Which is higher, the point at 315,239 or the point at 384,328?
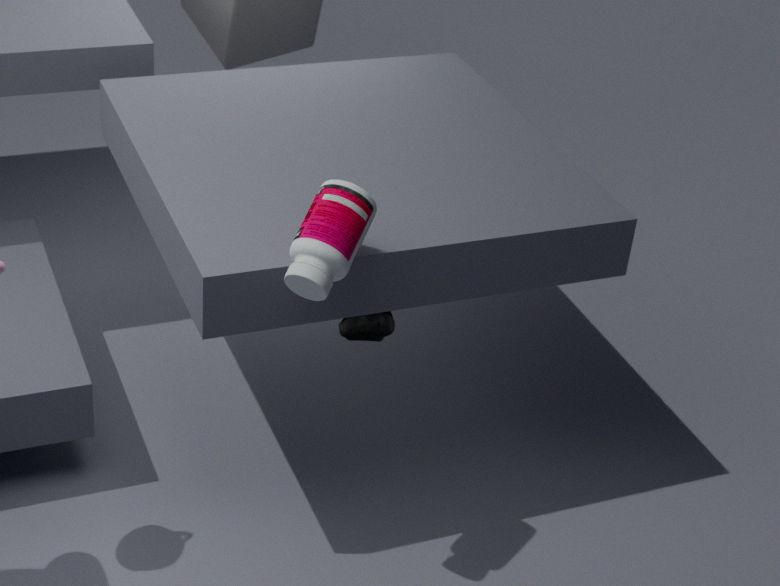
the point at 315,239
